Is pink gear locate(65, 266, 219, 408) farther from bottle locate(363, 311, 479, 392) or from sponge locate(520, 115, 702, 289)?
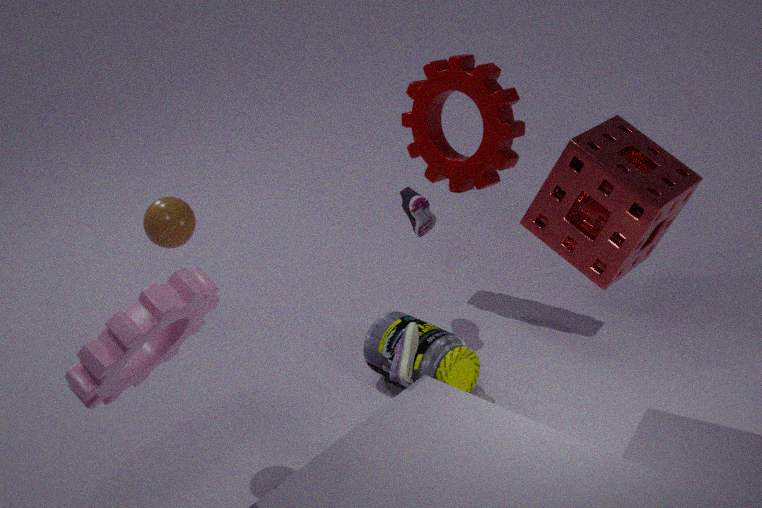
sponge locate(520, 115, 702, 289)
